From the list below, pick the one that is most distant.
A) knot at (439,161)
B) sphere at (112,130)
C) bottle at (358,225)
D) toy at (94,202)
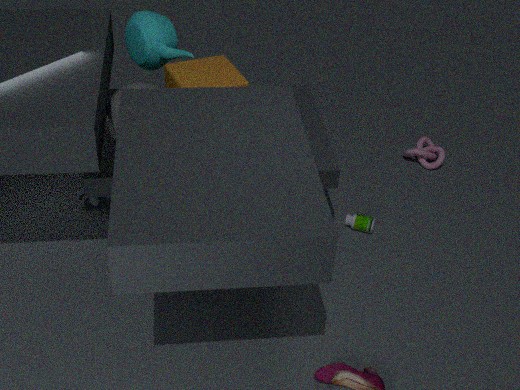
knot at (439,161)
